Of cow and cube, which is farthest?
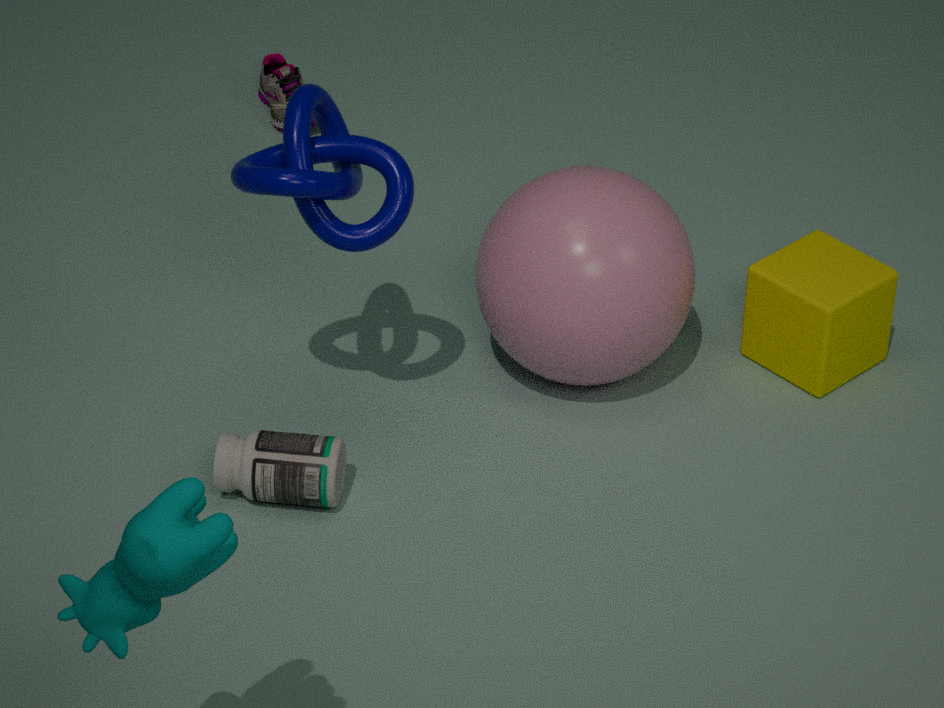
cube
